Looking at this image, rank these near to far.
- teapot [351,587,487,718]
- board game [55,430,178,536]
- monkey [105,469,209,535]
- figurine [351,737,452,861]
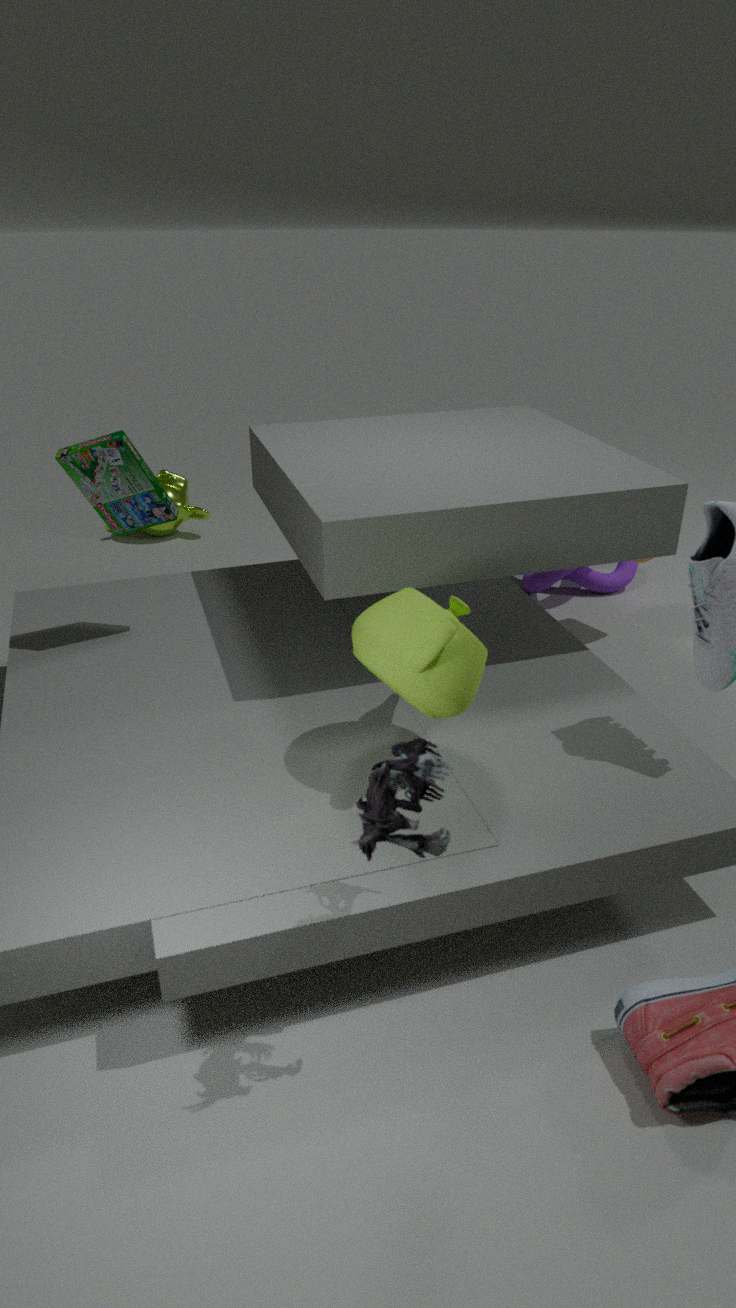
figurine [351,737,452,861], teapot [351,587,487,718], board game [55,430,178,536], monkey [105,469,209,535]
